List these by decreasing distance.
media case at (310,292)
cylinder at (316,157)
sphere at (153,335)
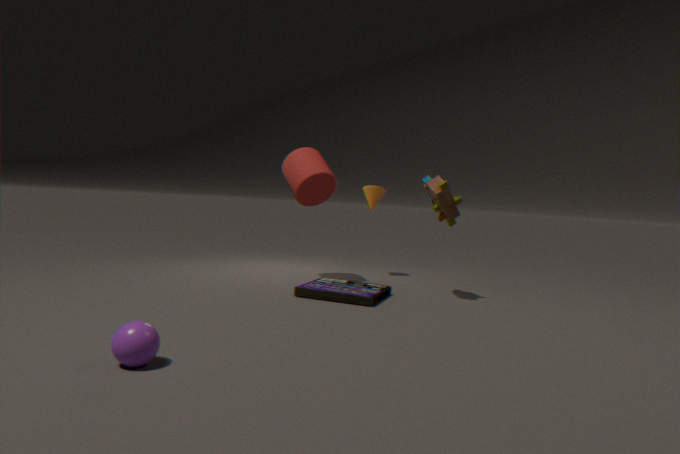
cylinder at (316,157) < media case at (310,292) < sphere at (153,335)
